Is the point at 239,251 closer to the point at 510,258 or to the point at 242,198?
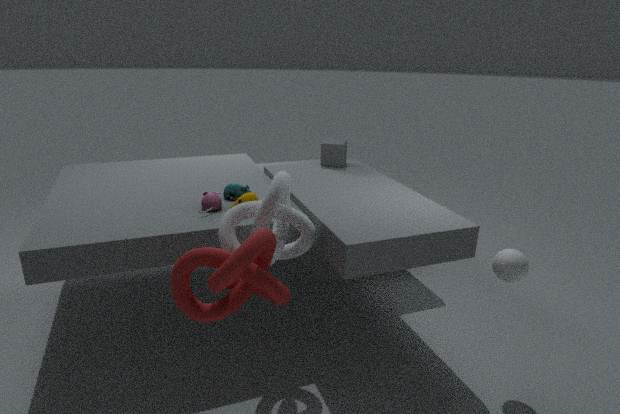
the point at 242,198
